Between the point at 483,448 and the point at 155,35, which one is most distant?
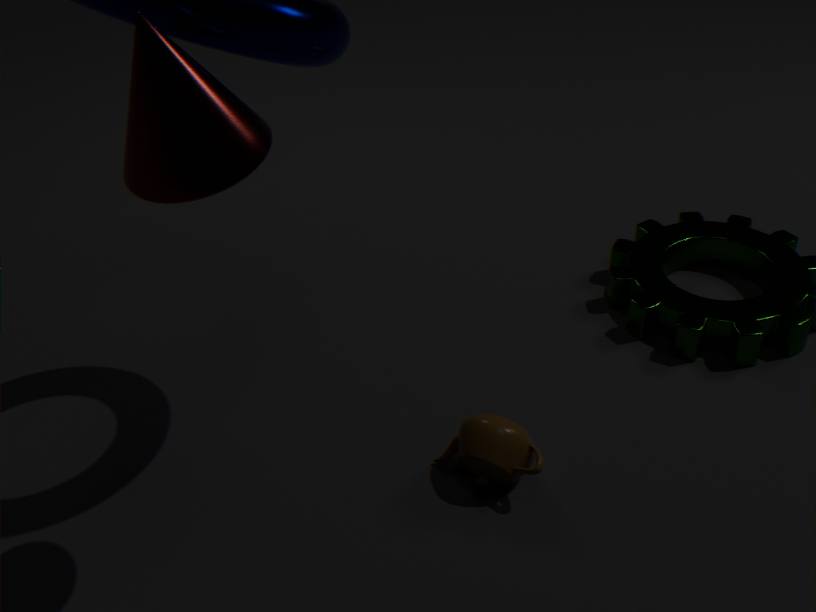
the point at 483,448
